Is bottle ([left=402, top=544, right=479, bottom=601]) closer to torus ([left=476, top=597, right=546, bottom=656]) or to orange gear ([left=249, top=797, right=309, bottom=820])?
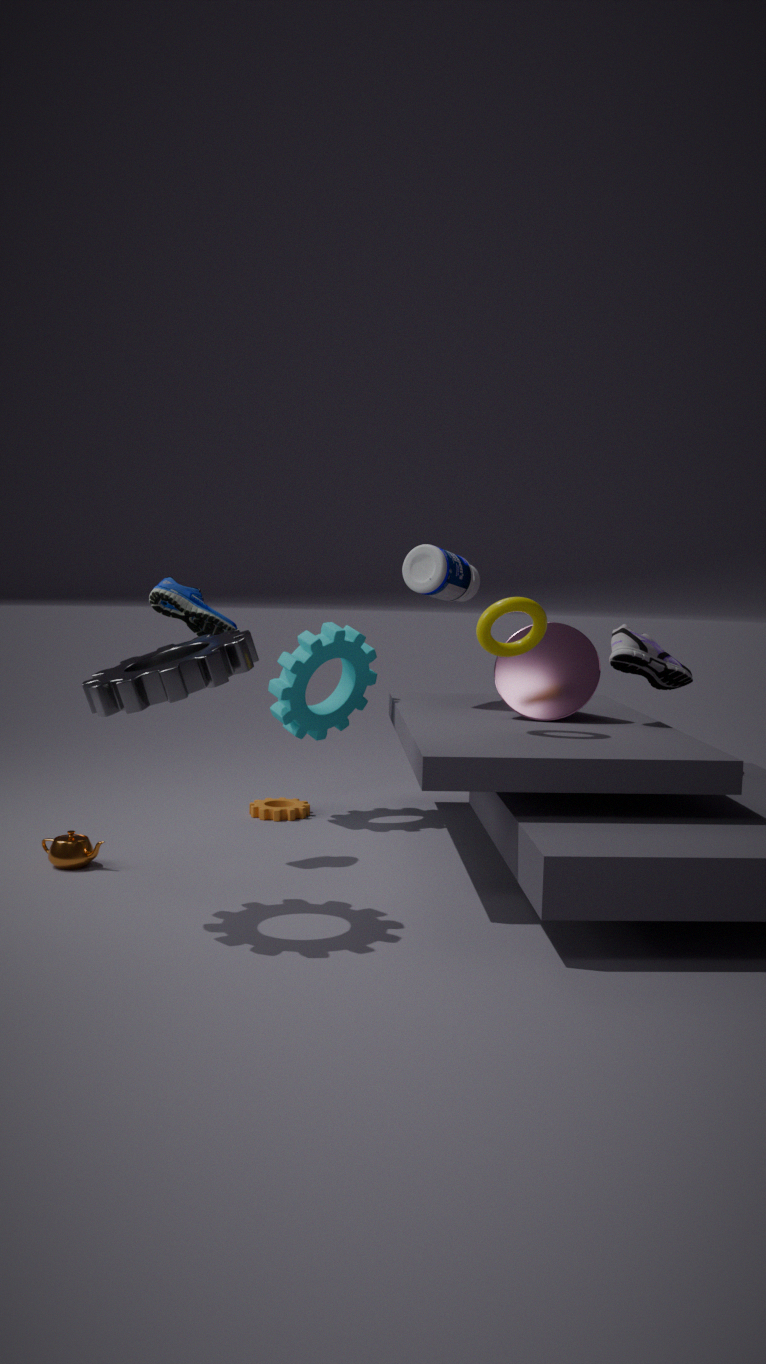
torus ([left=476, top=597, right=546, bottom=656])
